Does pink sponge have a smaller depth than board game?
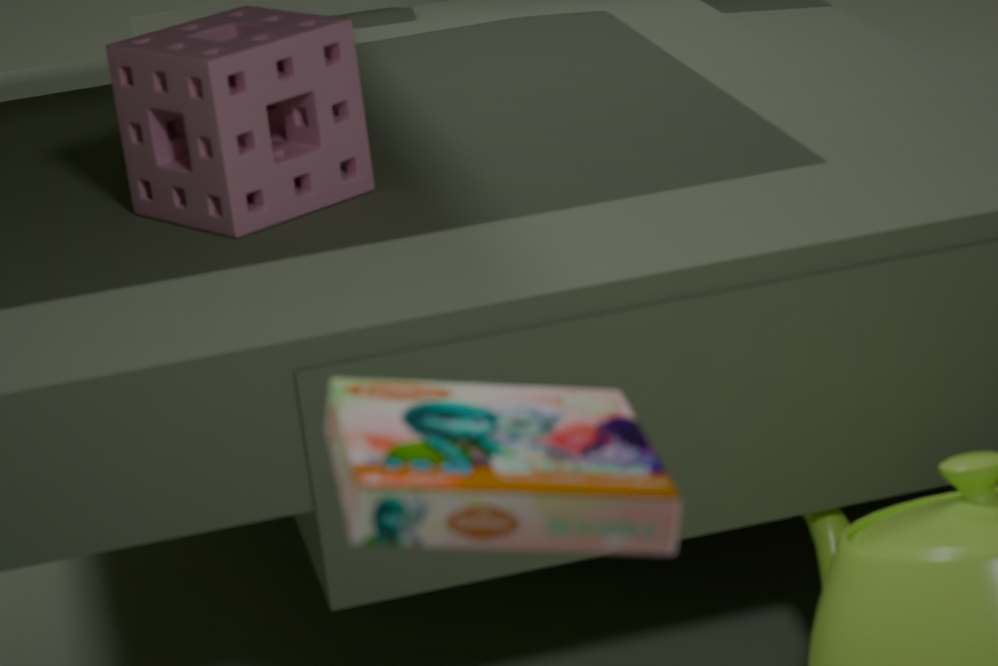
No
